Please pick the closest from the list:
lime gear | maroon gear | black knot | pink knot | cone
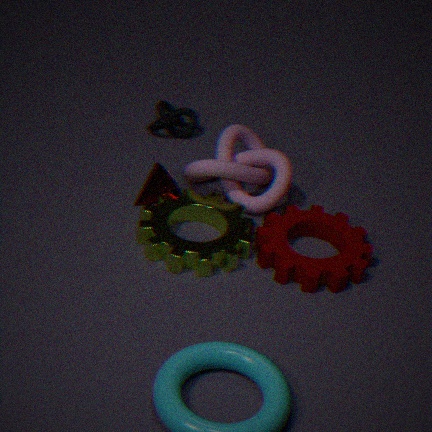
maroon gear
